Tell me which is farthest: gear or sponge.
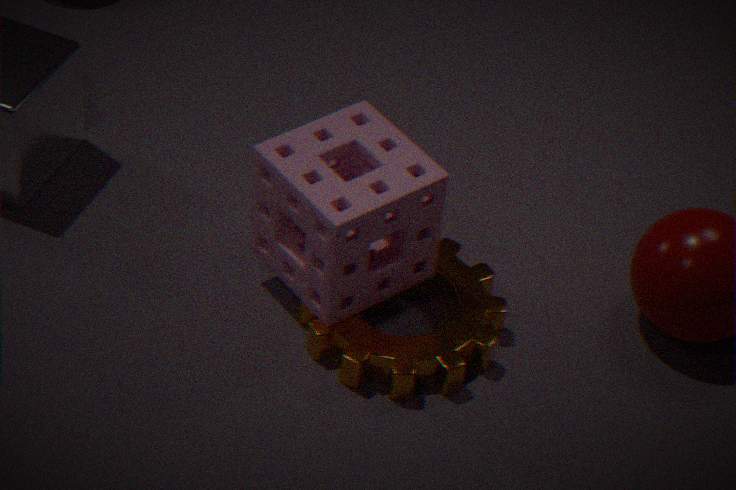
gear
